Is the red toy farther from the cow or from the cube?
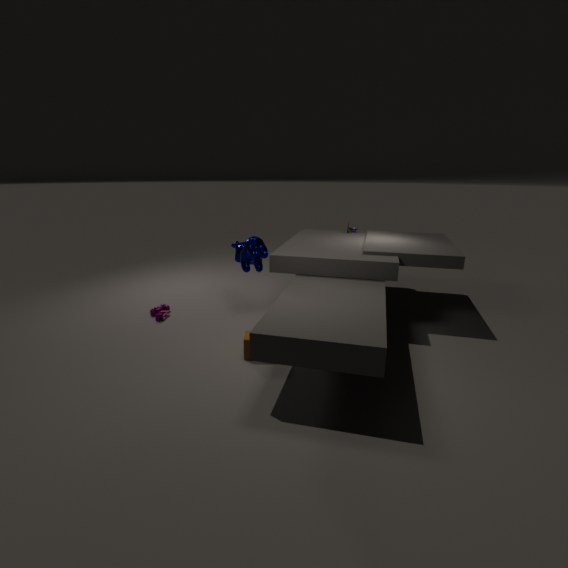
the cube
